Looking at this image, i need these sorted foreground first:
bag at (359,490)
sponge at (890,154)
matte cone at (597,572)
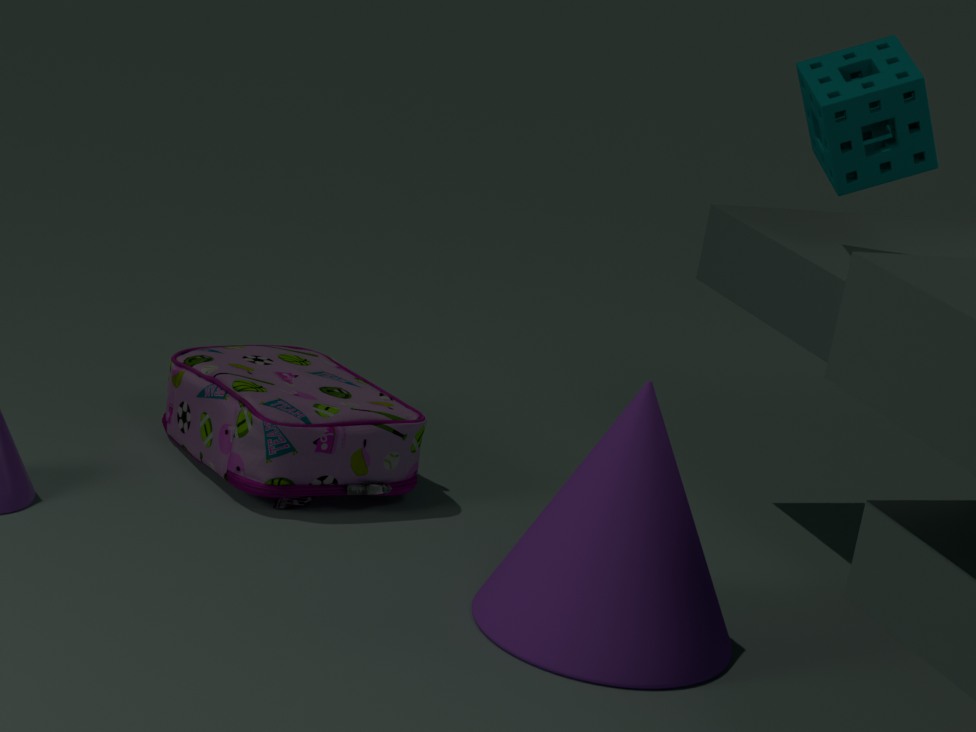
matte cone at (597,572), sponge at (890,154), bag at (359,490)
